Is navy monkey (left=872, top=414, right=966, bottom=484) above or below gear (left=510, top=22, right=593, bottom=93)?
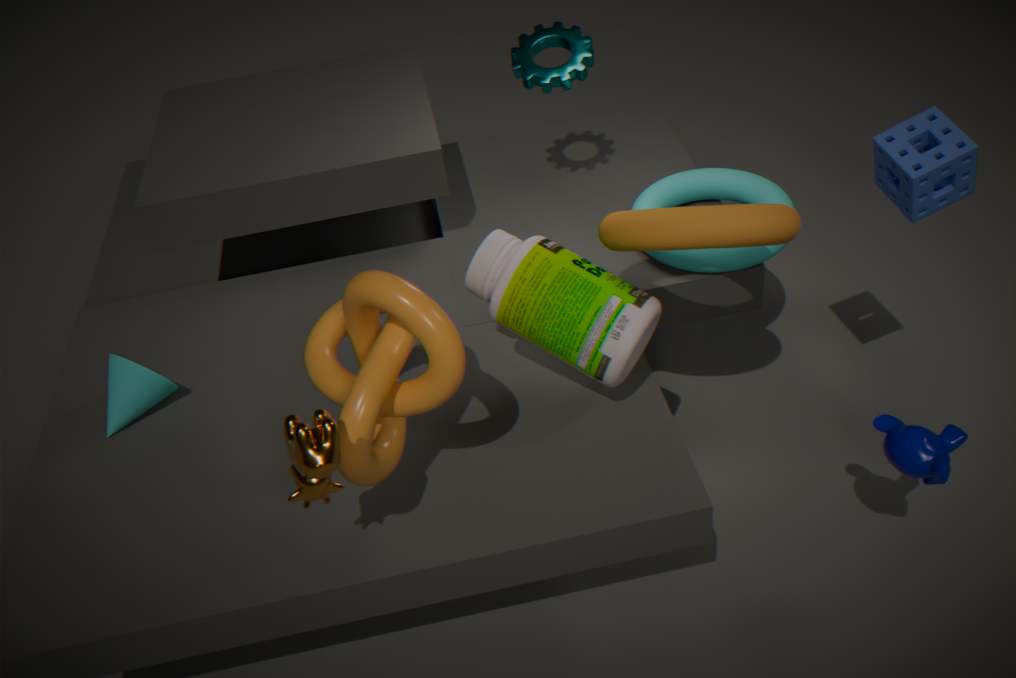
below
